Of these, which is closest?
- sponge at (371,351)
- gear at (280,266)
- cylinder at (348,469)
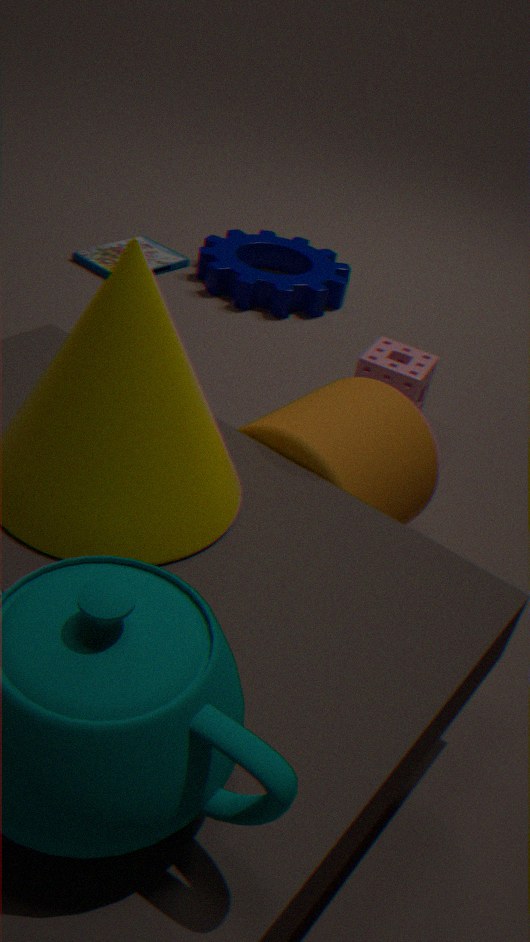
cylinder at (348,469)
